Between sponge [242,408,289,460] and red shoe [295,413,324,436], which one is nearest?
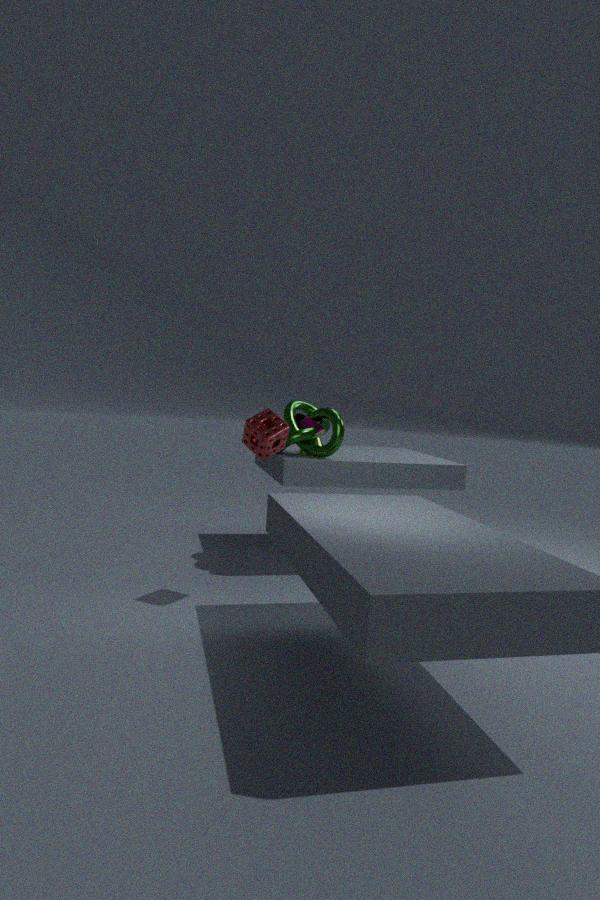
sponge [242,408,289,460]
